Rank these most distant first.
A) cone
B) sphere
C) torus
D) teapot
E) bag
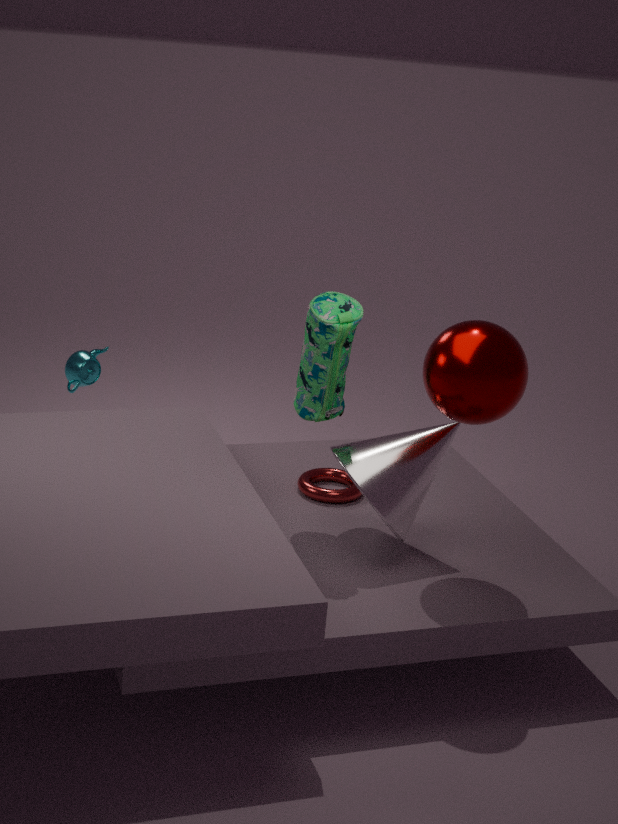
1. teapot
2. torus
3. cone
4. bag
5. sphere
